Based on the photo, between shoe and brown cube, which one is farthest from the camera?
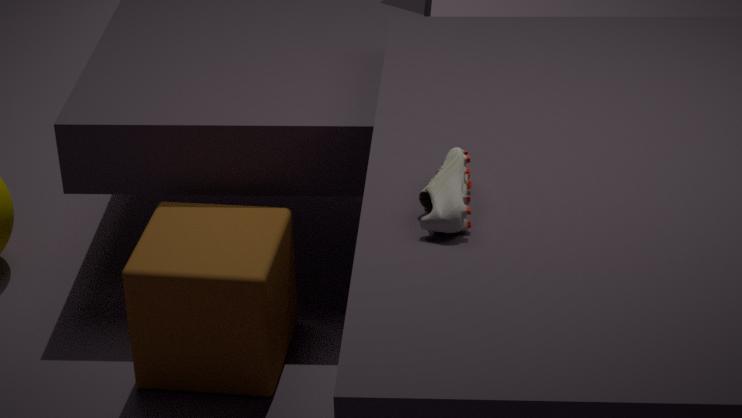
brown cube
